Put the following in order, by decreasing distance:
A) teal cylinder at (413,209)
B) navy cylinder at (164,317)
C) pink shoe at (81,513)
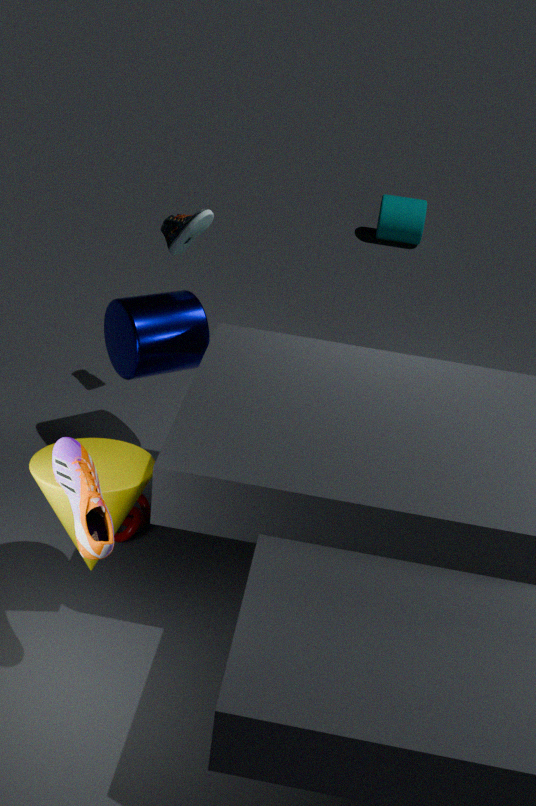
A. teal cylinder at (413,209) < B. navy cylinder at (164,317) < C. pink shoe at (81,513)
